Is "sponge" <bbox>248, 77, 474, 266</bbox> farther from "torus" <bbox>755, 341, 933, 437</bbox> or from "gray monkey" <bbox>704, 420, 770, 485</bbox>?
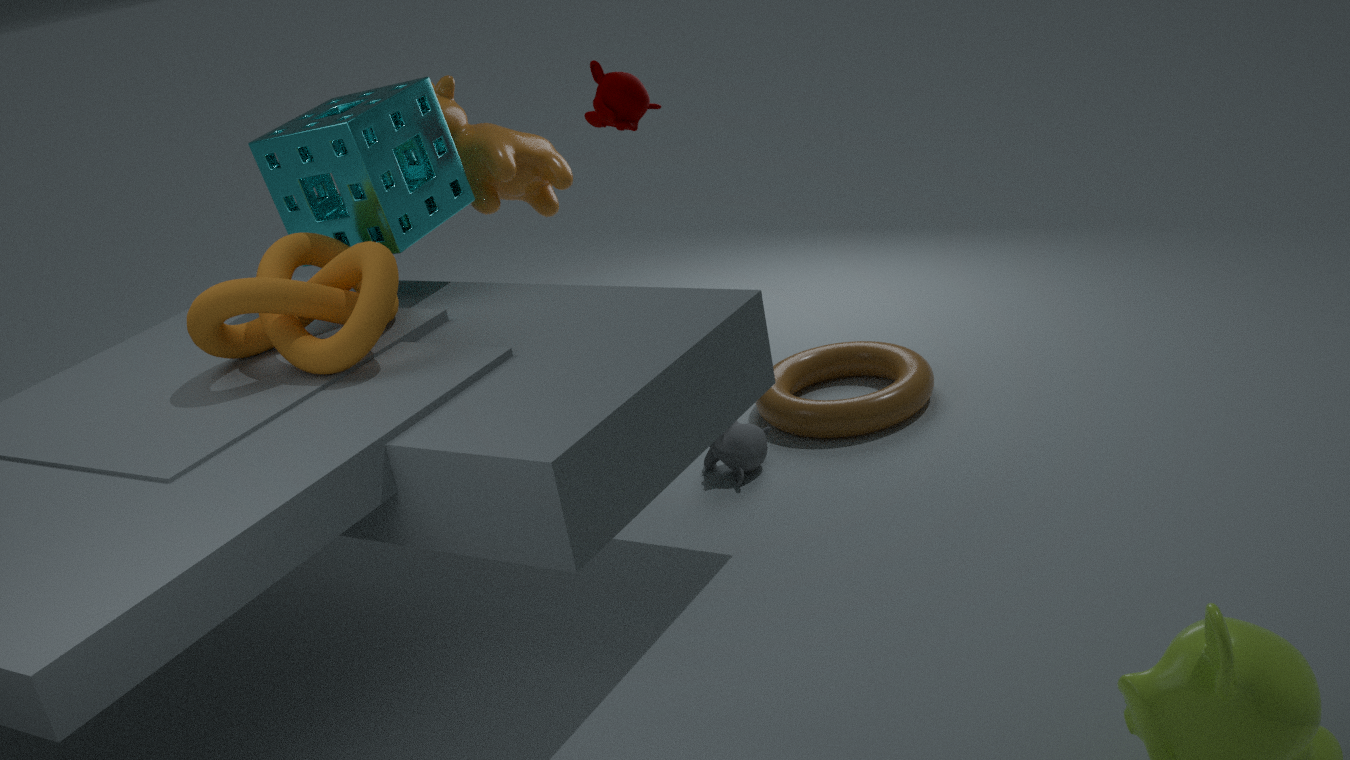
"torus" <bbox>755, 341, 933, 437</bbox>
